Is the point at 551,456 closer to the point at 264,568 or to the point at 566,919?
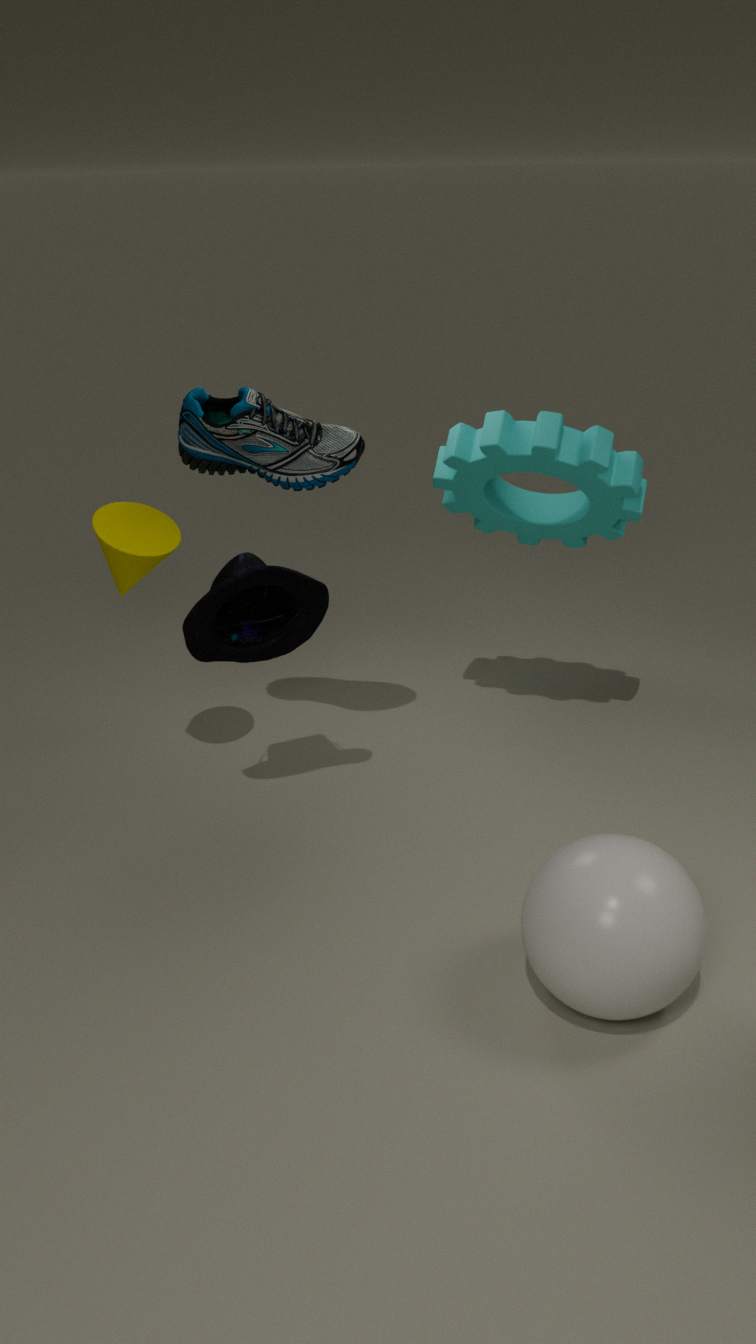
the point at 264,568
